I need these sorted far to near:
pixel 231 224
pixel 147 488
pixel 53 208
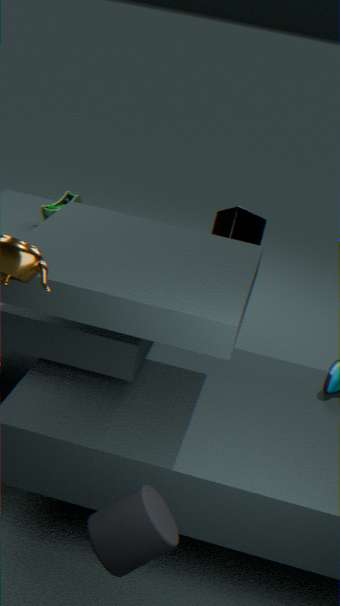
pixel 231 224
pixel 53 208
pixel 147 488
